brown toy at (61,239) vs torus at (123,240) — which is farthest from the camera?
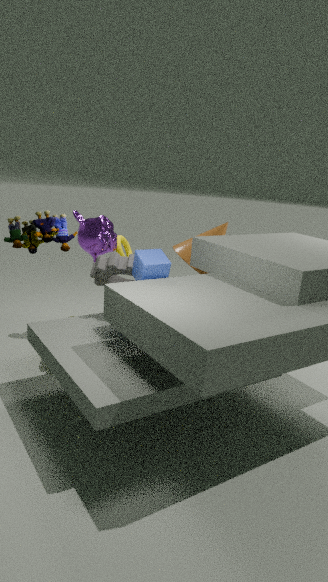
torus at (123,240)
